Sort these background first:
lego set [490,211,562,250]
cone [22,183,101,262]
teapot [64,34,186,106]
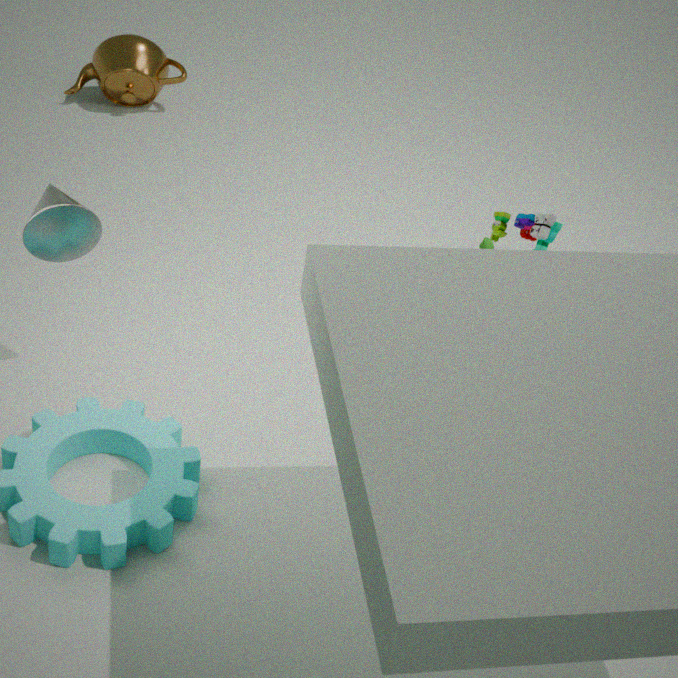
teapot [64,34,186,106]
cone [22,183,101,262]
lego set [490,211,562,250]
